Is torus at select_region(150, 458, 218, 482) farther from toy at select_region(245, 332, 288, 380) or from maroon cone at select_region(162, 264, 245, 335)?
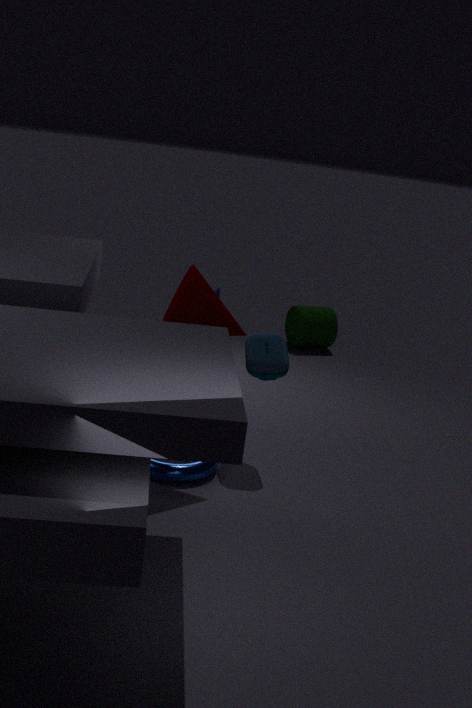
maroon cone at select_region(162, 264, 245, 335)
